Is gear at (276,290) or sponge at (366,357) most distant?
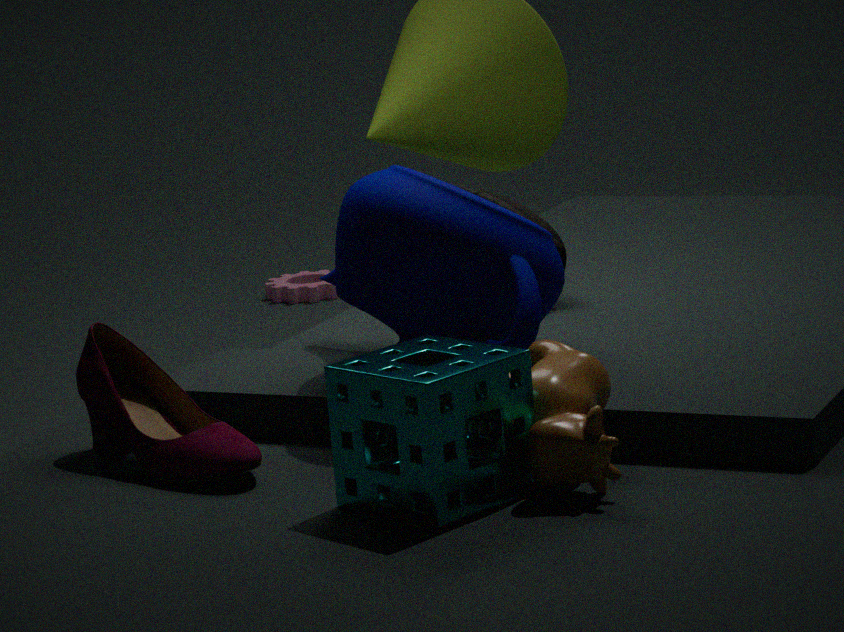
gear at (276,290)
